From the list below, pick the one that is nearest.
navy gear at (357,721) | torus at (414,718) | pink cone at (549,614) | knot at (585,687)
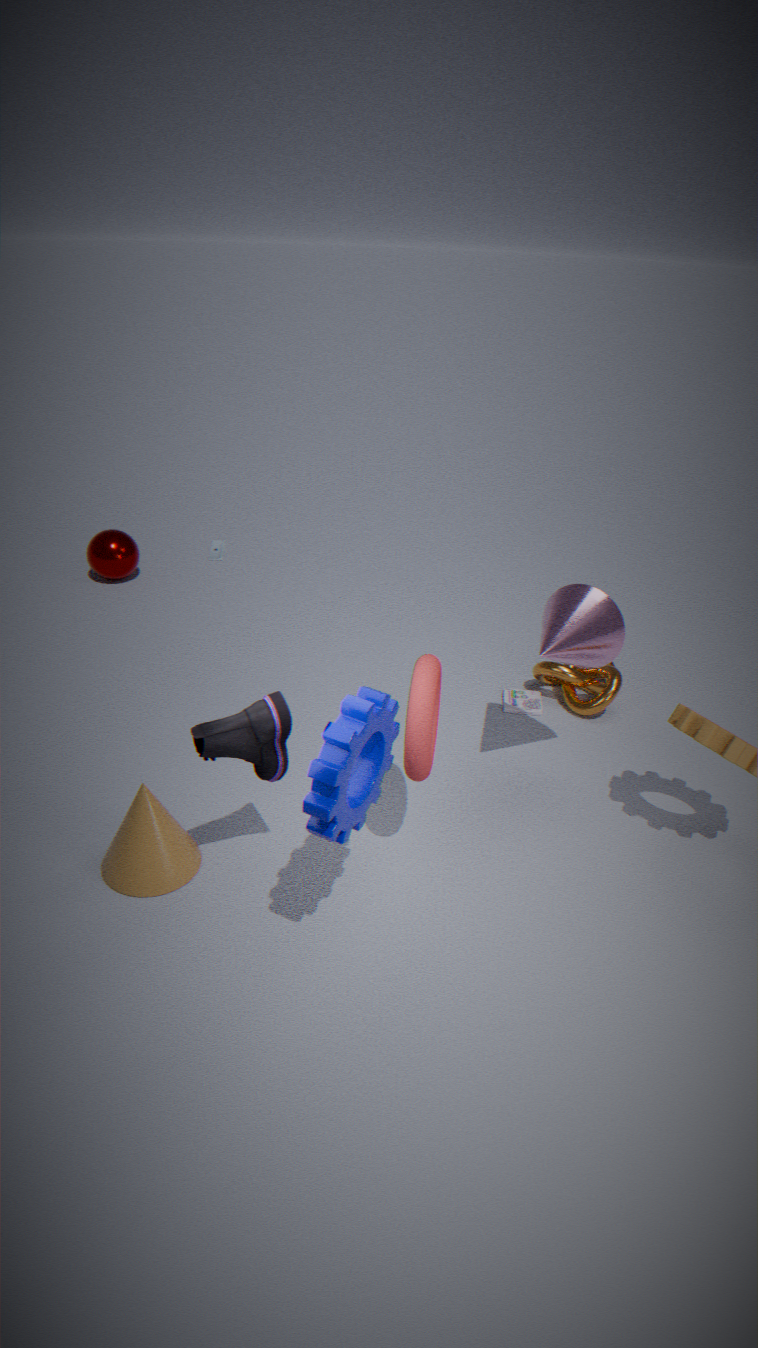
navy gear at (357,721)
